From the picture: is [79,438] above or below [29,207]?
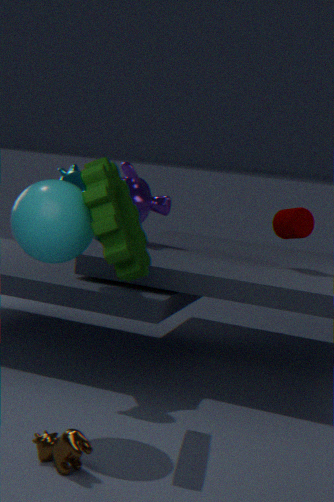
below
